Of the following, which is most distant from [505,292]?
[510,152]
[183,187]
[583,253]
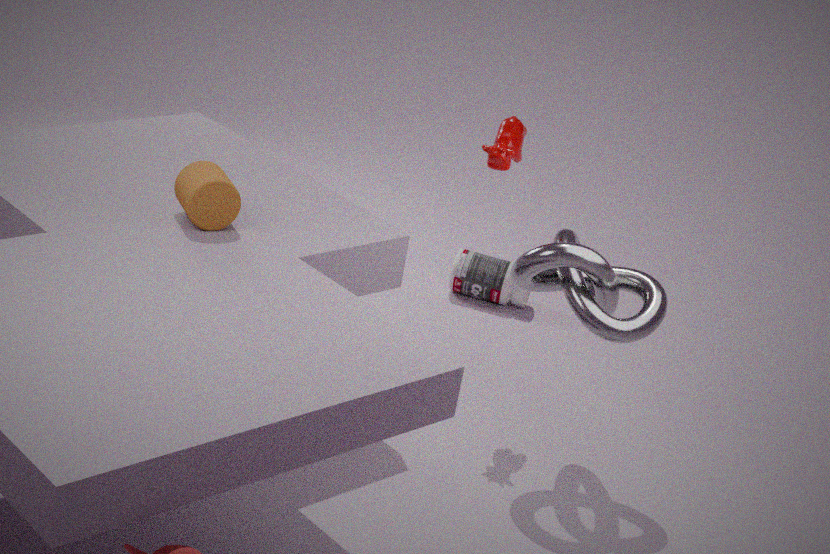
[183,187]
